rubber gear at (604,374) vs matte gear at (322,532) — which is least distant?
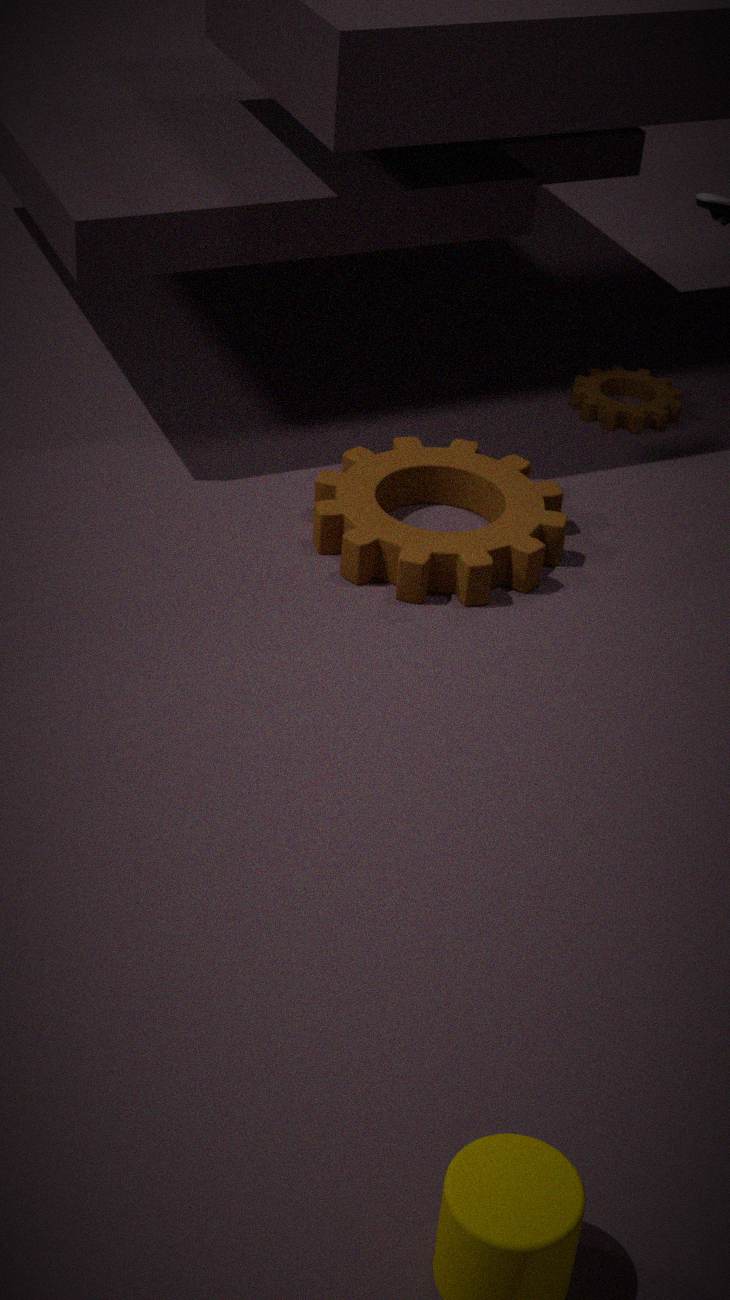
matte gear at (322,532)
